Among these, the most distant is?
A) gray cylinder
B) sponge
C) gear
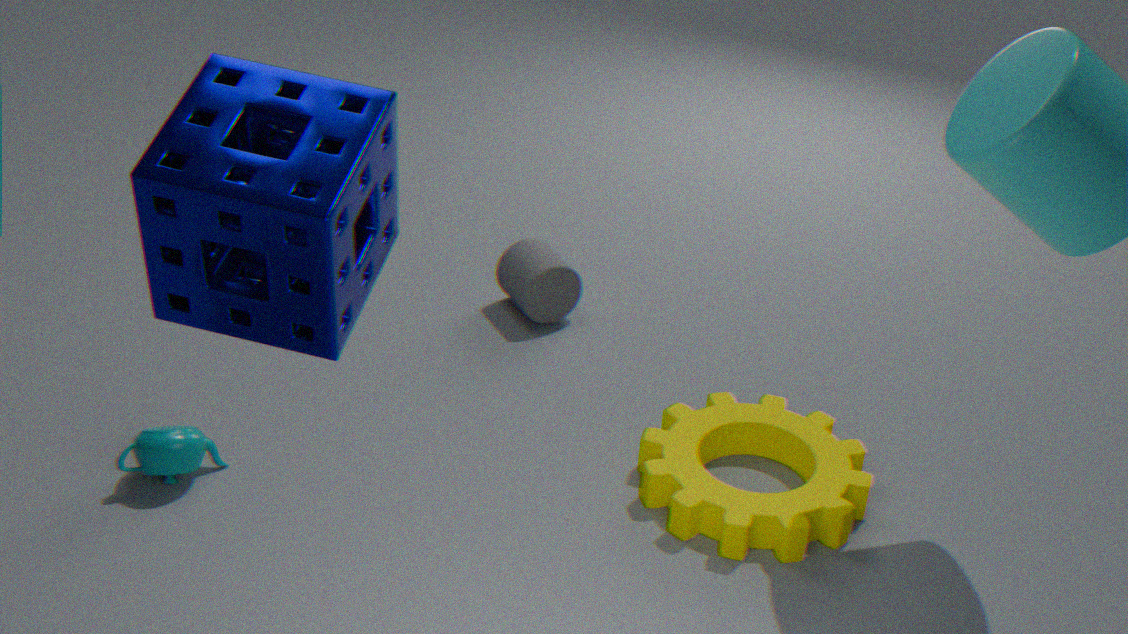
gray cylinder
